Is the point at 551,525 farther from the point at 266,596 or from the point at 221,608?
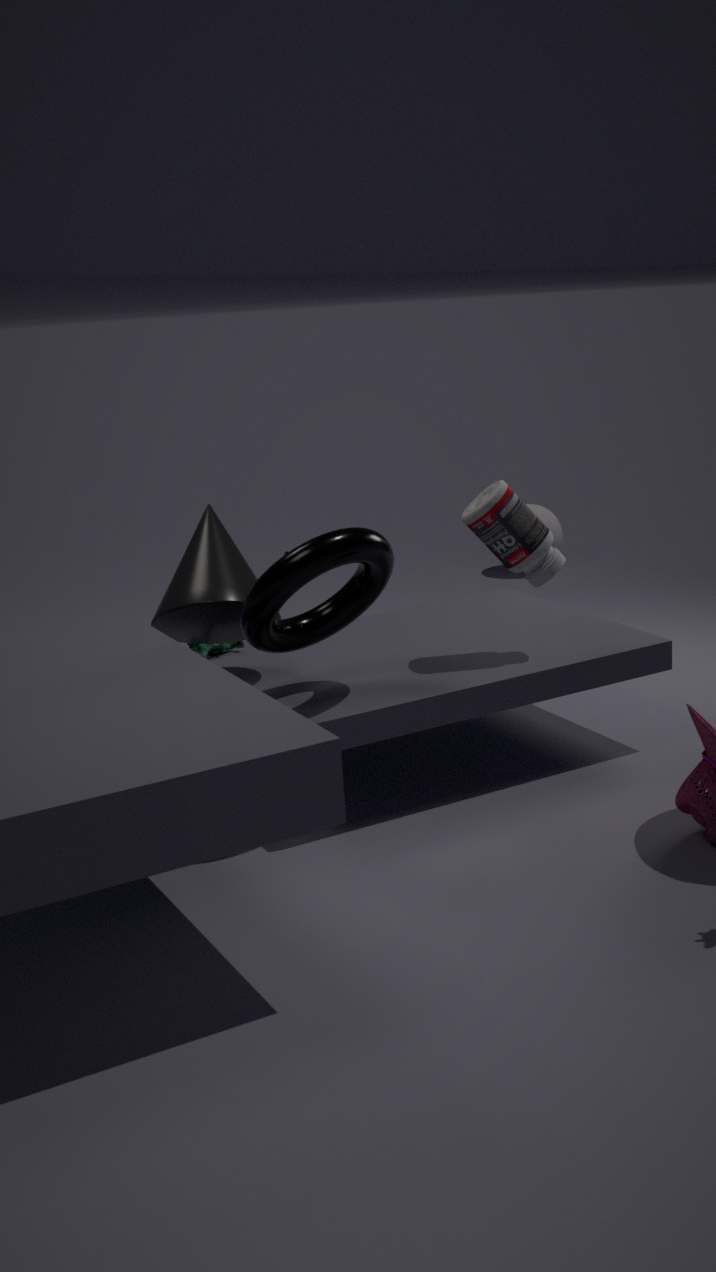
the point at 266,596
